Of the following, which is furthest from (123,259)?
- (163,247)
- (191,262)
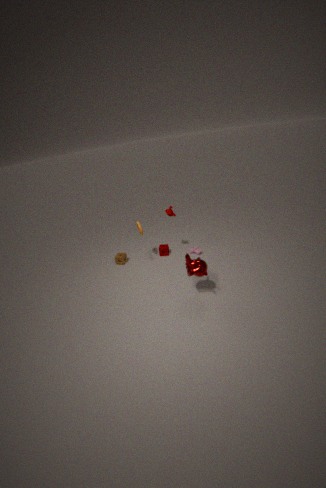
(191,262)
